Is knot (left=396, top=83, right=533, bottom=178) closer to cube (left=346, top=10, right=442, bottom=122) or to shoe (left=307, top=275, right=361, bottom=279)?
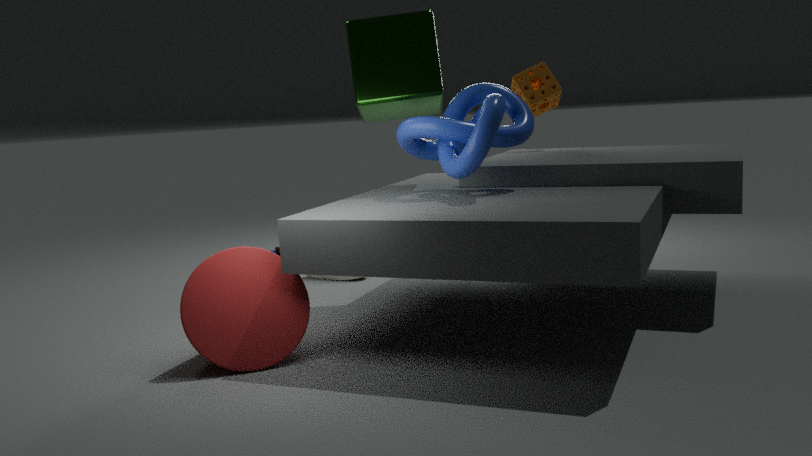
cube (left=346, top=10, right=442, bottom=122)
